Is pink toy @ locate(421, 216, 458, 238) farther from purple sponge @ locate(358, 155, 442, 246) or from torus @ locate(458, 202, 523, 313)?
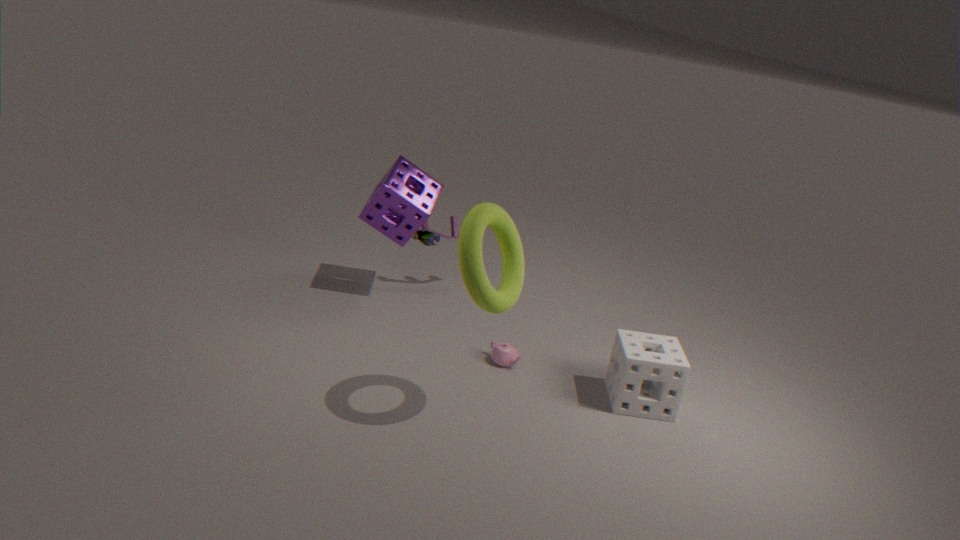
torus @ locate(458, 202, 523, 313)
